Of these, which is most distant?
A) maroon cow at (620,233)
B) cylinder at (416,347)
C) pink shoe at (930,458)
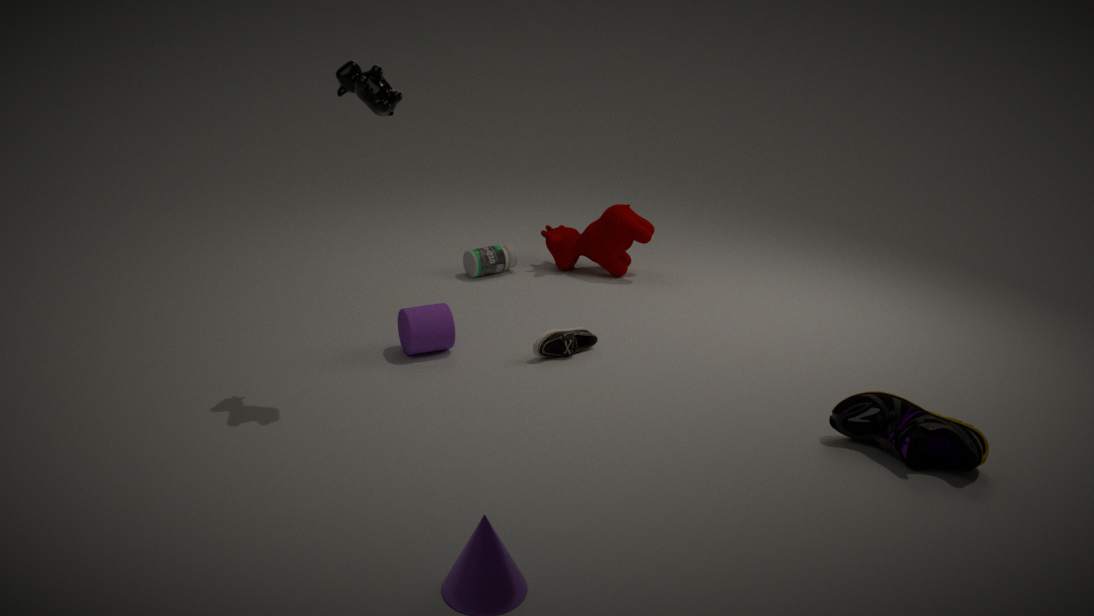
maroon cow at (620,233)
